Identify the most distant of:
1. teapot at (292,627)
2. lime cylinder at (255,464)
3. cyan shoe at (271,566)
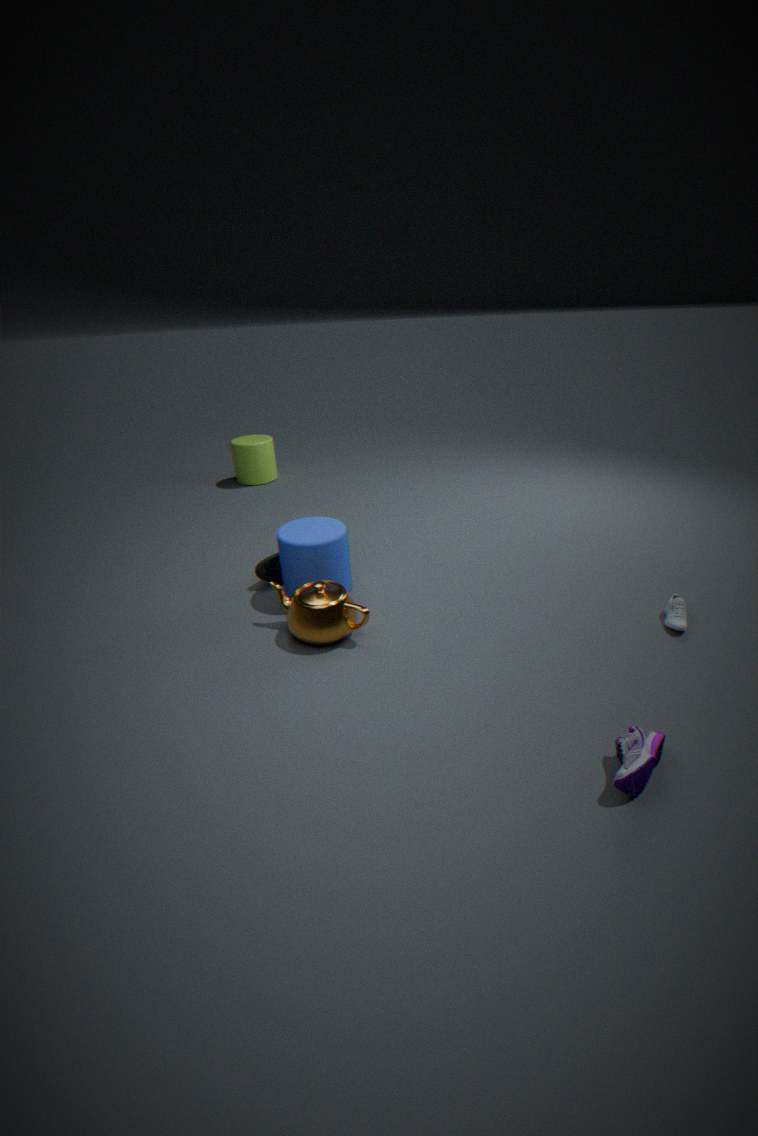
lime cylinder at (255,464)
